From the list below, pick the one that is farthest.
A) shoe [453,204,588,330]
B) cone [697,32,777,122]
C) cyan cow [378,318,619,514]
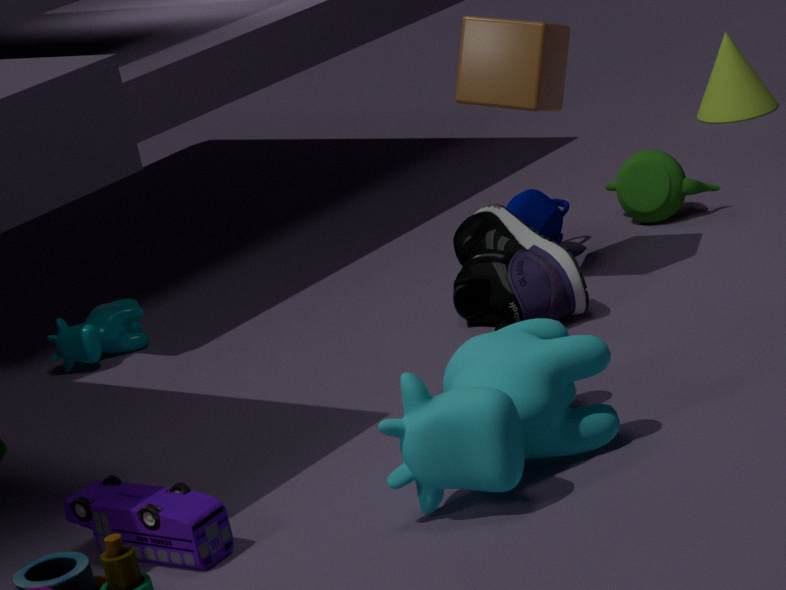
cone [697,32,777,122]
